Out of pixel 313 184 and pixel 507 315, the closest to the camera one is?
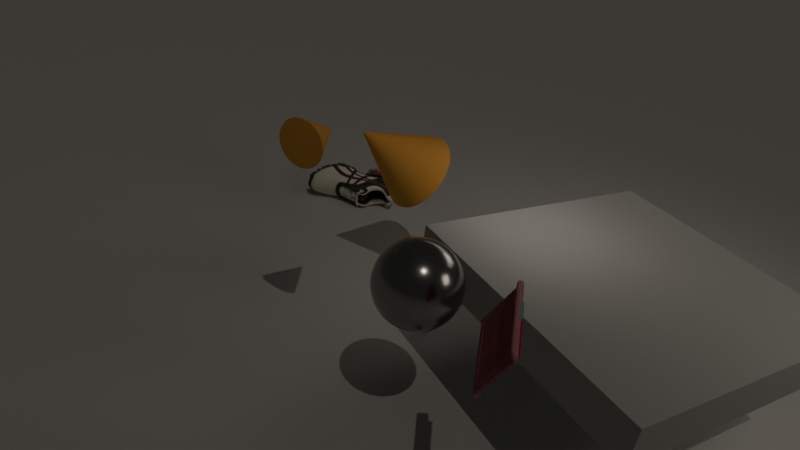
pixel 507 315
